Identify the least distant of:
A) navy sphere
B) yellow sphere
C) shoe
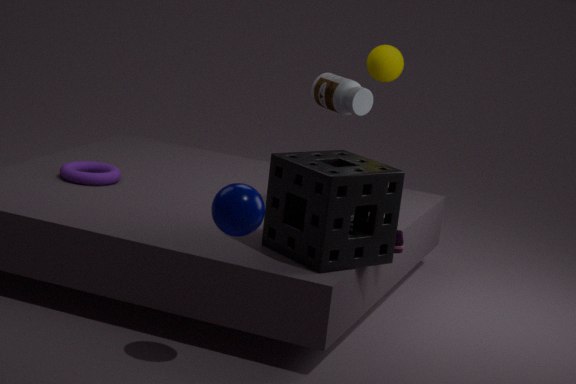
navy sphere
